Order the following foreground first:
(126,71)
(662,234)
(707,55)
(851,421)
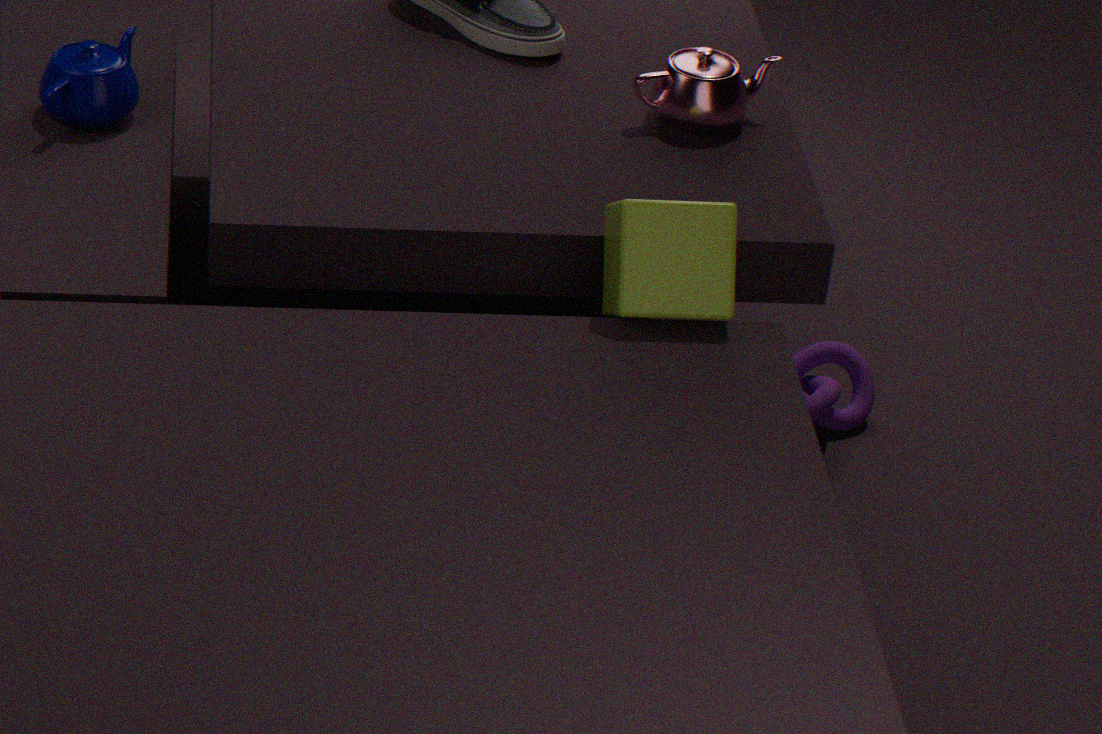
(662,234) → (126,71) → (707,55) → (851,421)
